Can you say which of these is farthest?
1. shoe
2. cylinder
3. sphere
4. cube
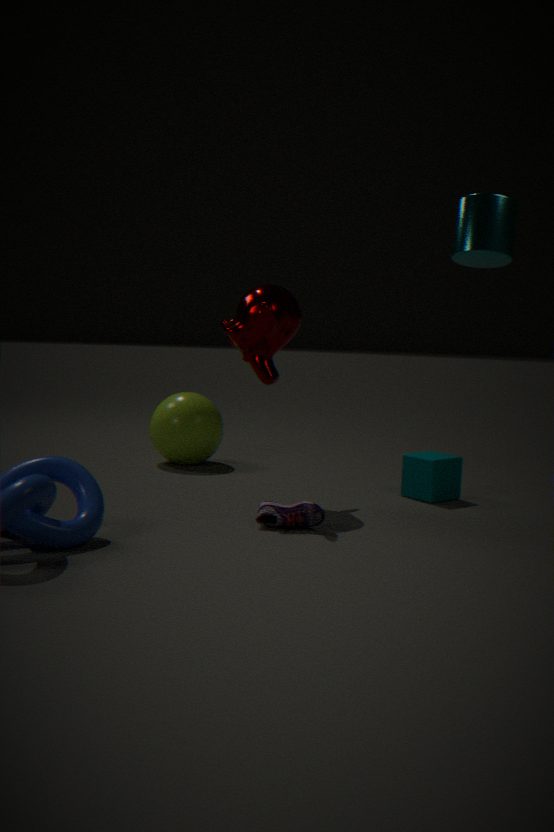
sphere
